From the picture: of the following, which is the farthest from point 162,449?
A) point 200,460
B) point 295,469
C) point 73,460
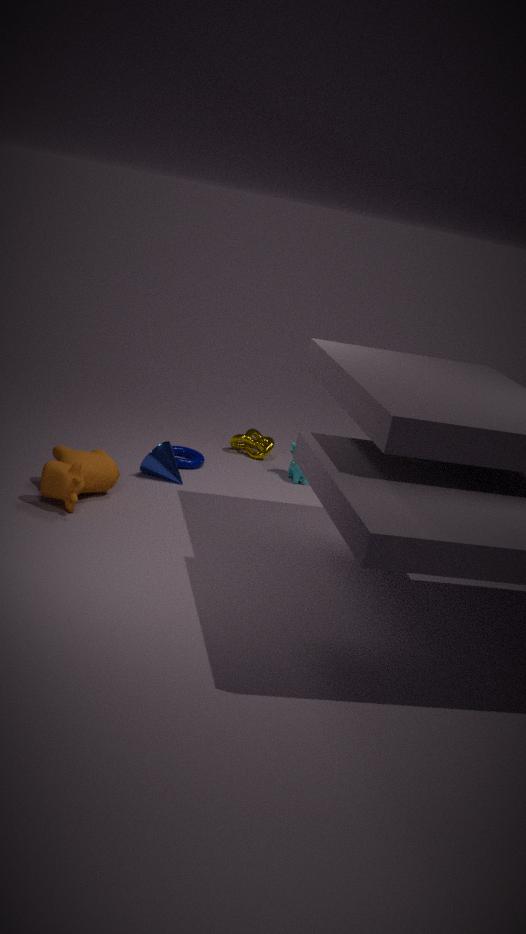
point 295,469
